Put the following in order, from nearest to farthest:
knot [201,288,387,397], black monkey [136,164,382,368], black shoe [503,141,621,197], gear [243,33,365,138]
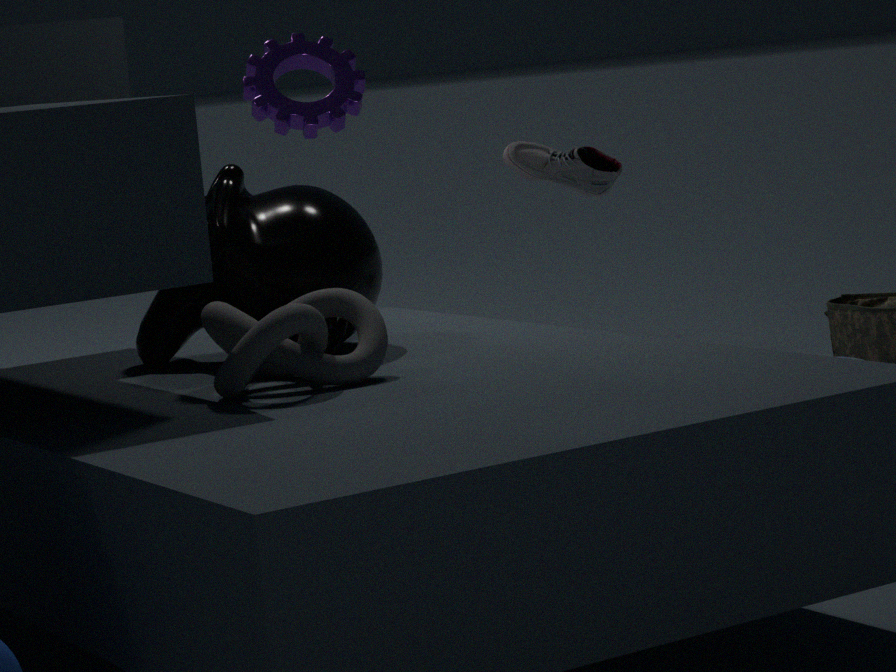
knot [201,288,387,397], black monkey [136,164,382,368], gear [243,33,365,138], black shoe [503,141,621,197]
